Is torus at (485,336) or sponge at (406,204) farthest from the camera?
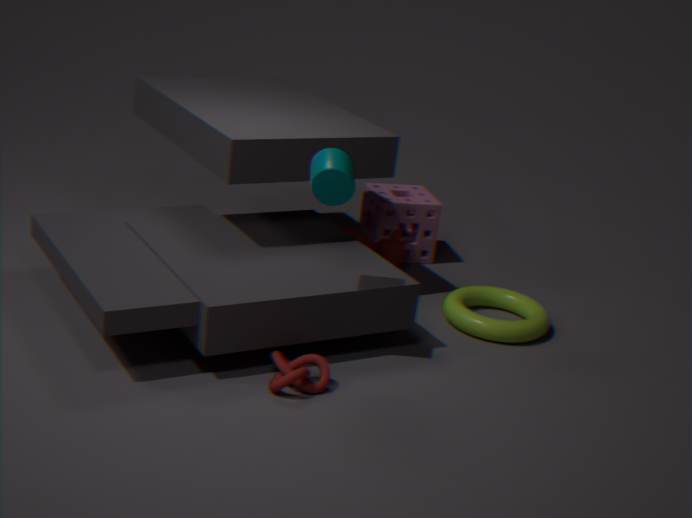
sponge at (406,204)
